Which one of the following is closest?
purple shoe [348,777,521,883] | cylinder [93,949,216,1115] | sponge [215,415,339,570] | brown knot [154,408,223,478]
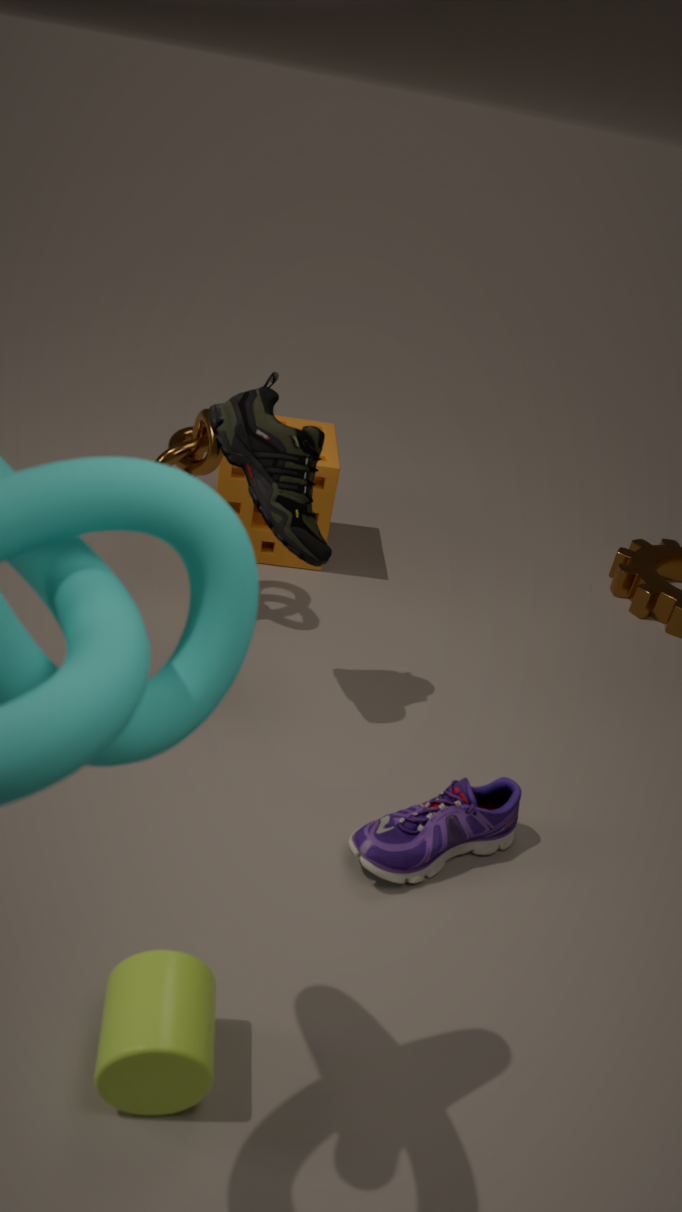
cylinder [93,949,216,1115]
